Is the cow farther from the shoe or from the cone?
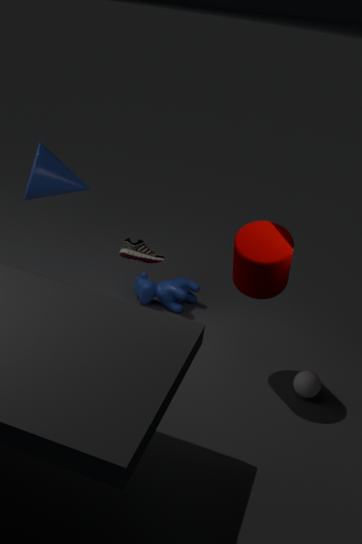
the cone
